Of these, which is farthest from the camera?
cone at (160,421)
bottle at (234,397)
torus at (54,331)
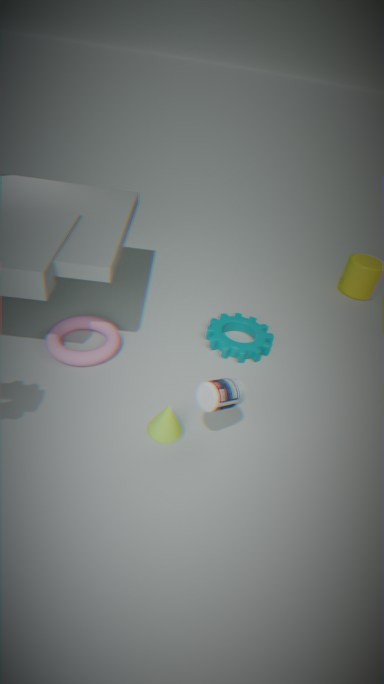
torus at (54,331)
